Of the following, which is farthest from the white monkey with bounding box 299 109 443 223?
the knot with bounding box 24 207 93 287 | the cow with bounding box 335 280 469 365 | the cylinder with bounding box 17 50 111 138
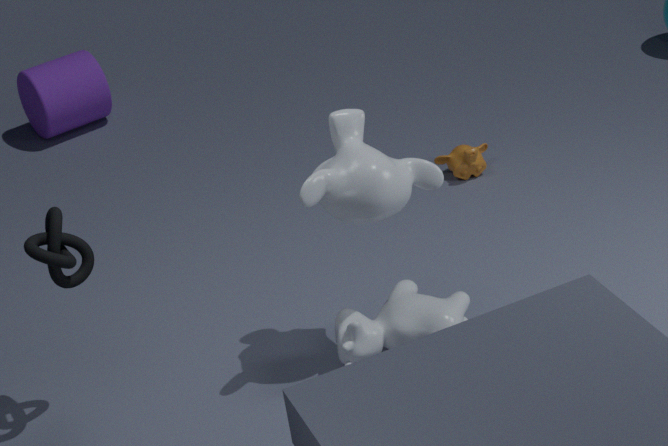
the cylinder with bounding box 17 50 111 138
